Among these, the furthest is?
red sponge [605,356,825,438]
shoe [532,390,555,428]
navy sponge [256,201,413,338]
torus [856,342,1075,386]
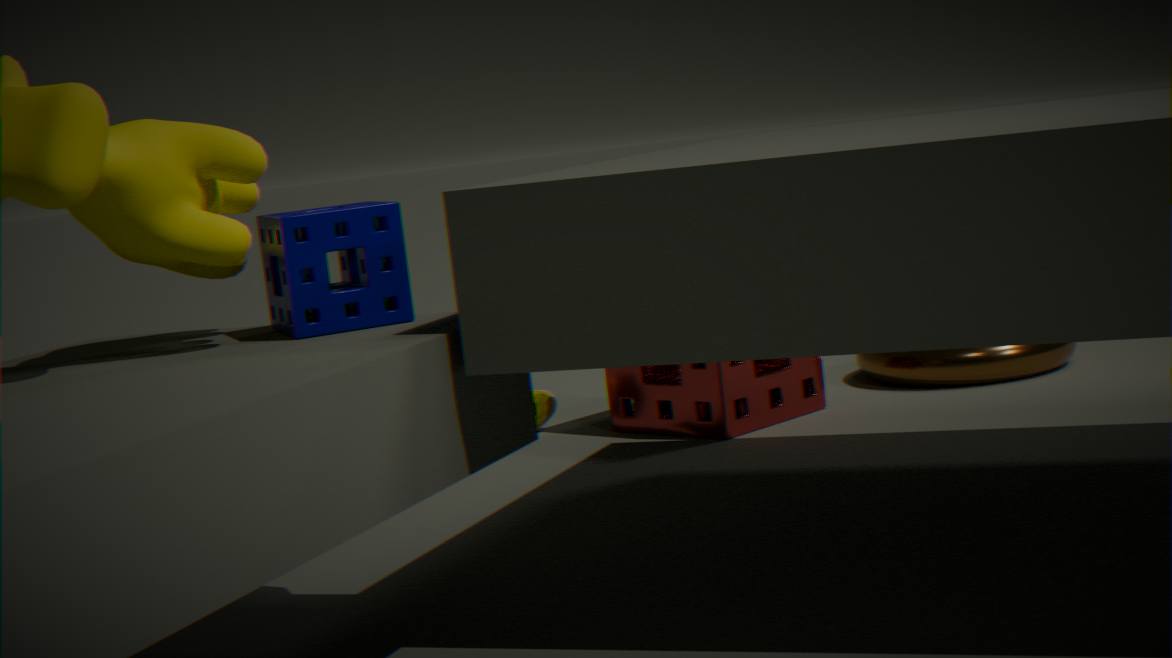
shoe [532,390,555,428]
